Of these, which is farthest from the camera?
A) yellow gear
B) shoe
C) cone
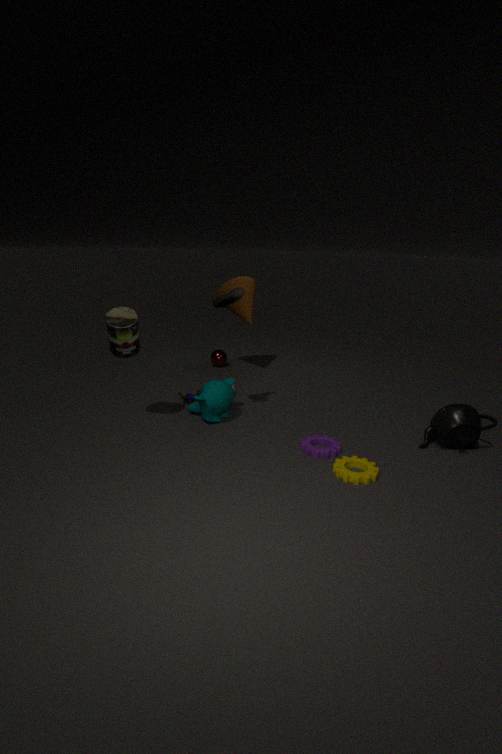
cone
